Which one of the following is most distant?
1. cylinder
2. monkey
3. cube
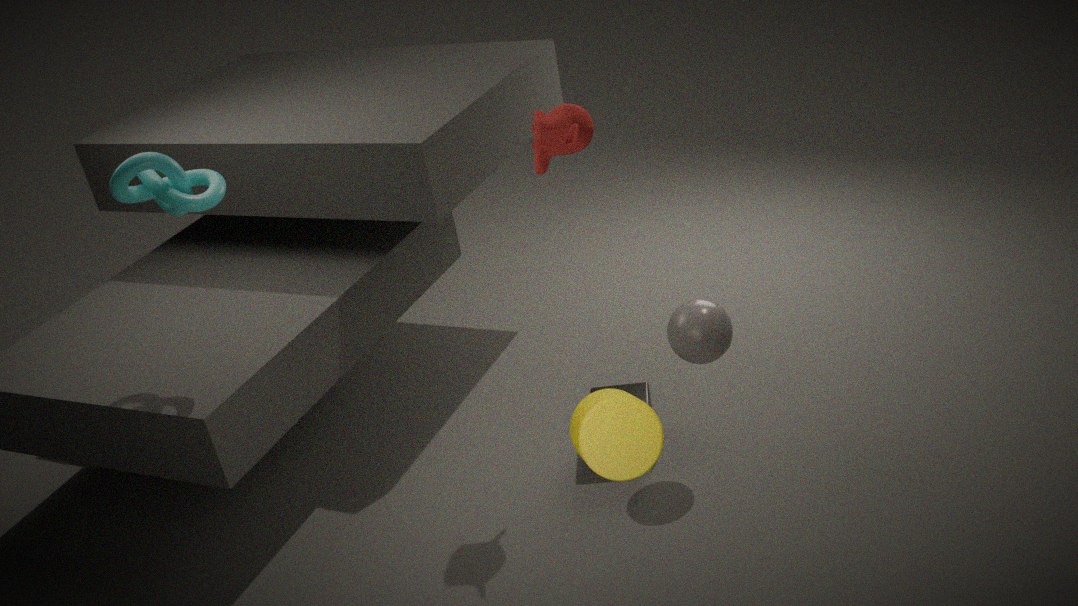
cube
